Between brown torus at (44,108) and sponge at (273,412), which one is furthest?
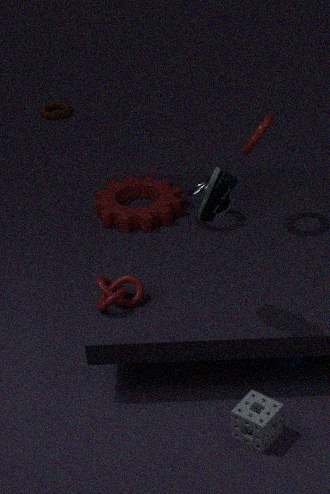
brown torus at (44,108)
